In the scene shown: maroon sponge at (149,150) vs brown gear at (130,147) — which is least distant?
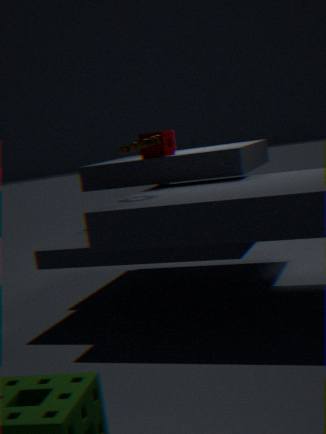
brown gear at (130,147)
